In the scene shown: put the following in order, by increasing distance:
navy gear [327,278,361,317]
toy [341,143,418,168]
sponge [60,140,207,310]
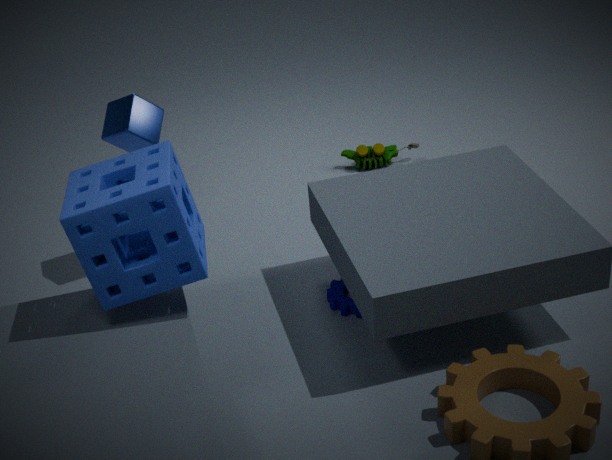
sponge [60,140,207,310], navy gear [327,278,361,317], toy [341,143,418,168]
